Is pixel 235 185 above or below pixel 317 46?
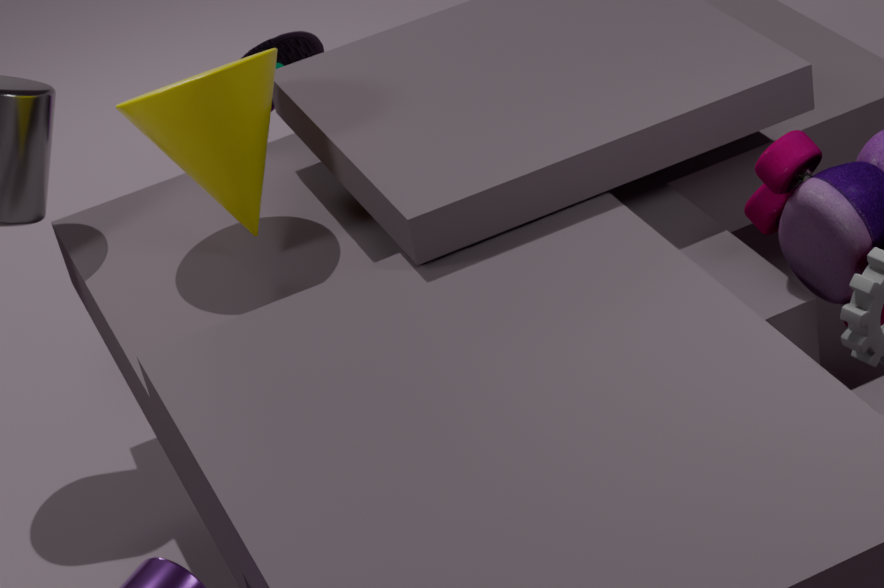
above
